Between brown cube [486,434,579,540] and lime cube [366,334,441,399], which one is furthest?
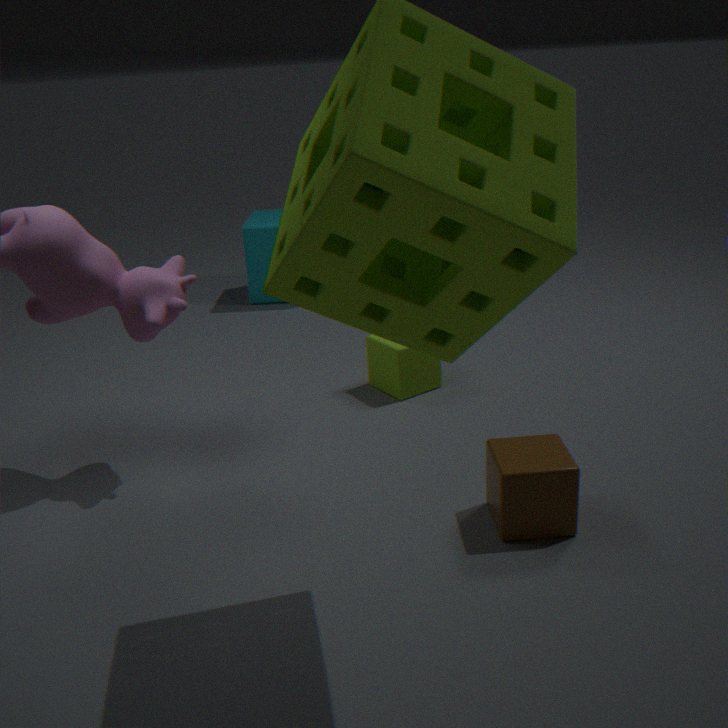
lime cube [366,334,441,399]
